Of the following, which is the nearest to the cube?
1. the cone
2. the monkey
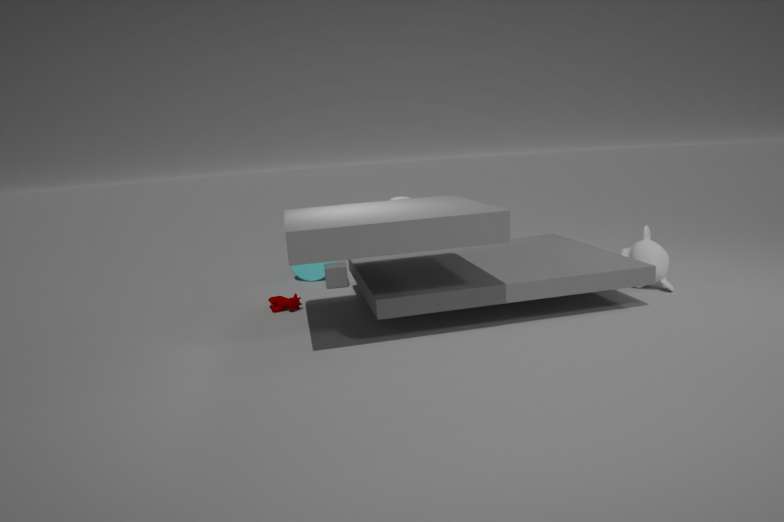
the cone
